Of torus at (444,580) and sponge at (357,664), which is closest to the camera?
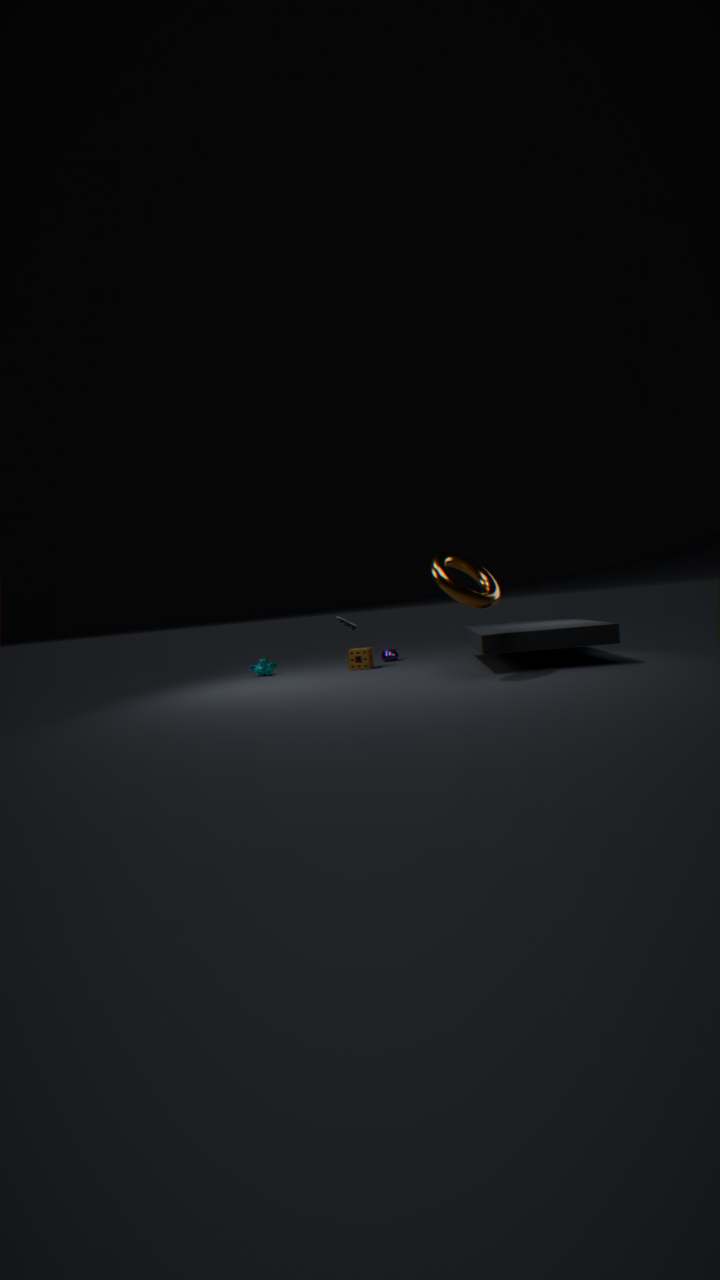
torus at (444,580)
